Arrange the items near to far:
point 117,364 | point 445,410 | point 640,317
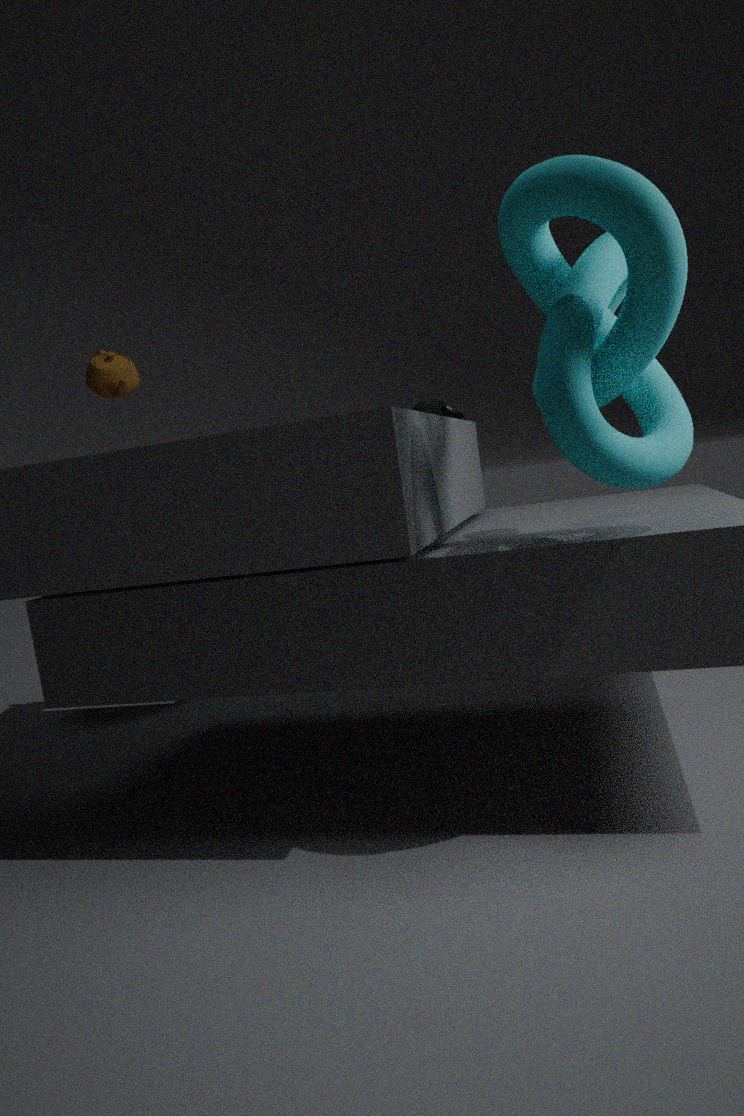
point 640,317 → point 445,410 → point 117,364
